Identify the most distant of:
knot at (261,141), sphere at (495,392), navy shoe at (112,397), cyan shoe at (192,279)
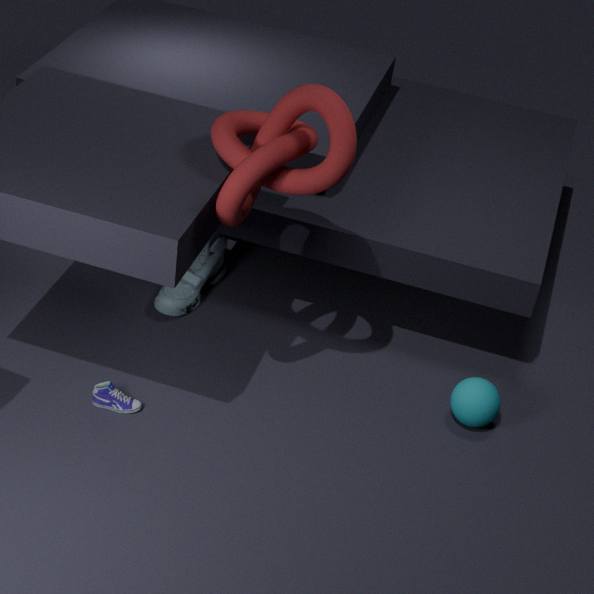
cyan shoe at (192,279)
